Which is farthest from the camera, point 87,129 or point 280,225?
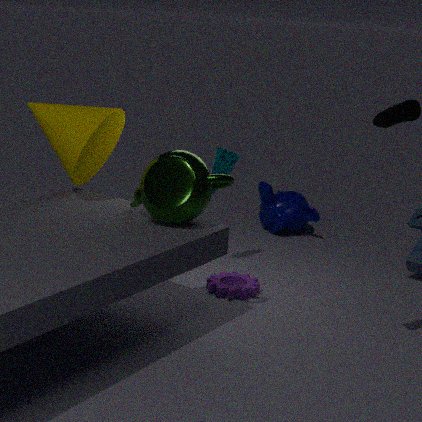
point 280,225
